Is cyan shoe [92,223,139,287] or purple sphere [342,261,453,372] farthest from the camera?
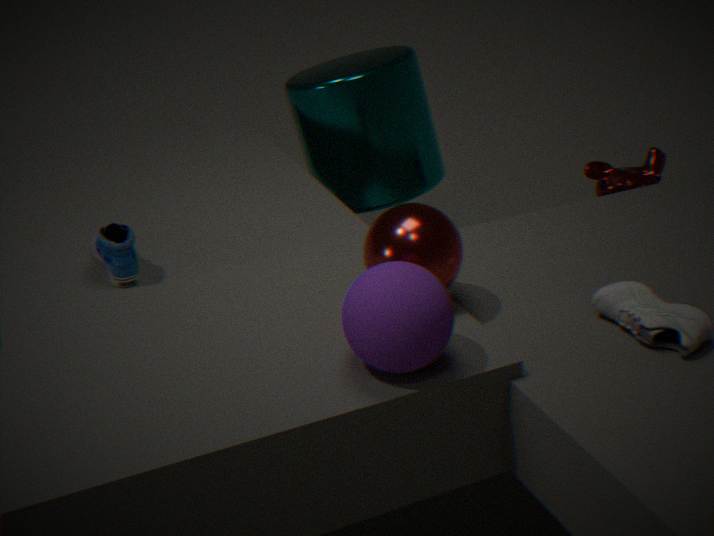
cyan shoe [92,223,139,287]
